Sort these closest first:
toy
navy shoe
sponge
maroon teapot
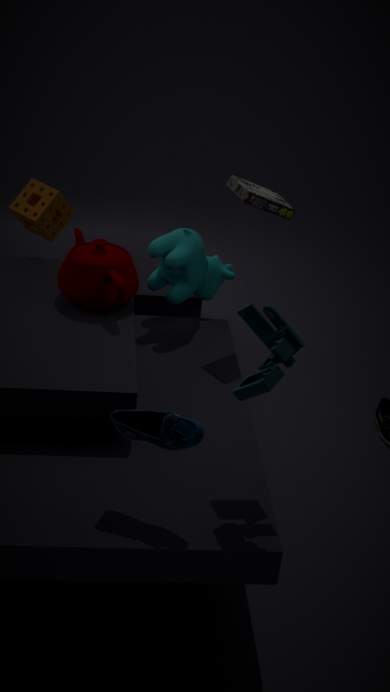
toy, navy shoe, maroon teapot, sponge
